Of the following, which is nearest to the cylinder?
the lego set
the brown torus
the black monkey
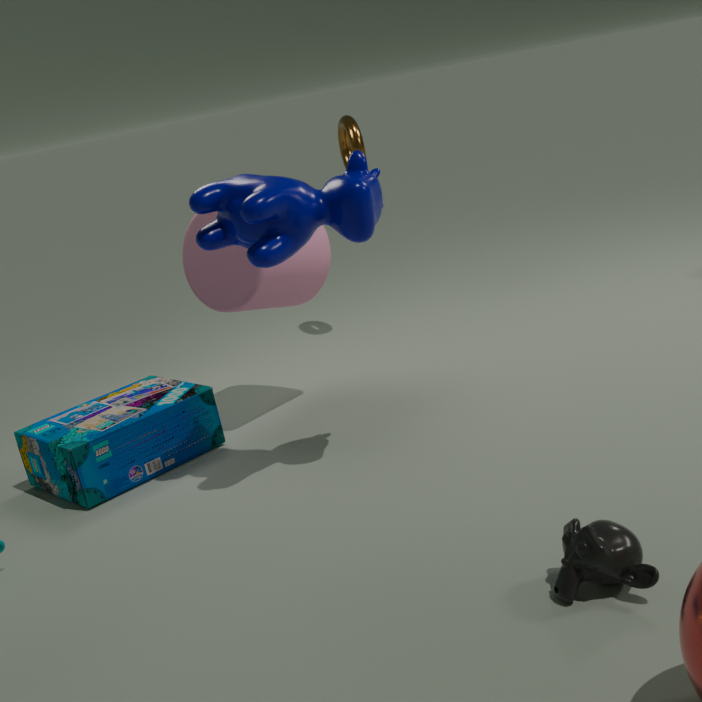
the lego set
